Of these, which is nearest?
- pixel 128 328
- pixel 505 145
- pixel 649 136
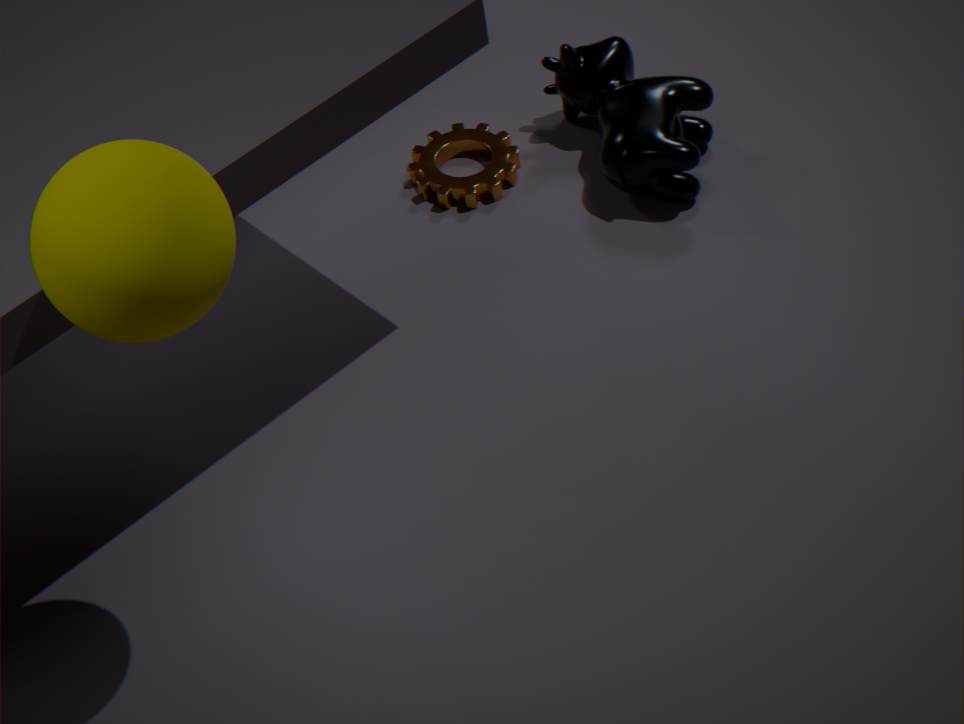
pixel 128 328
